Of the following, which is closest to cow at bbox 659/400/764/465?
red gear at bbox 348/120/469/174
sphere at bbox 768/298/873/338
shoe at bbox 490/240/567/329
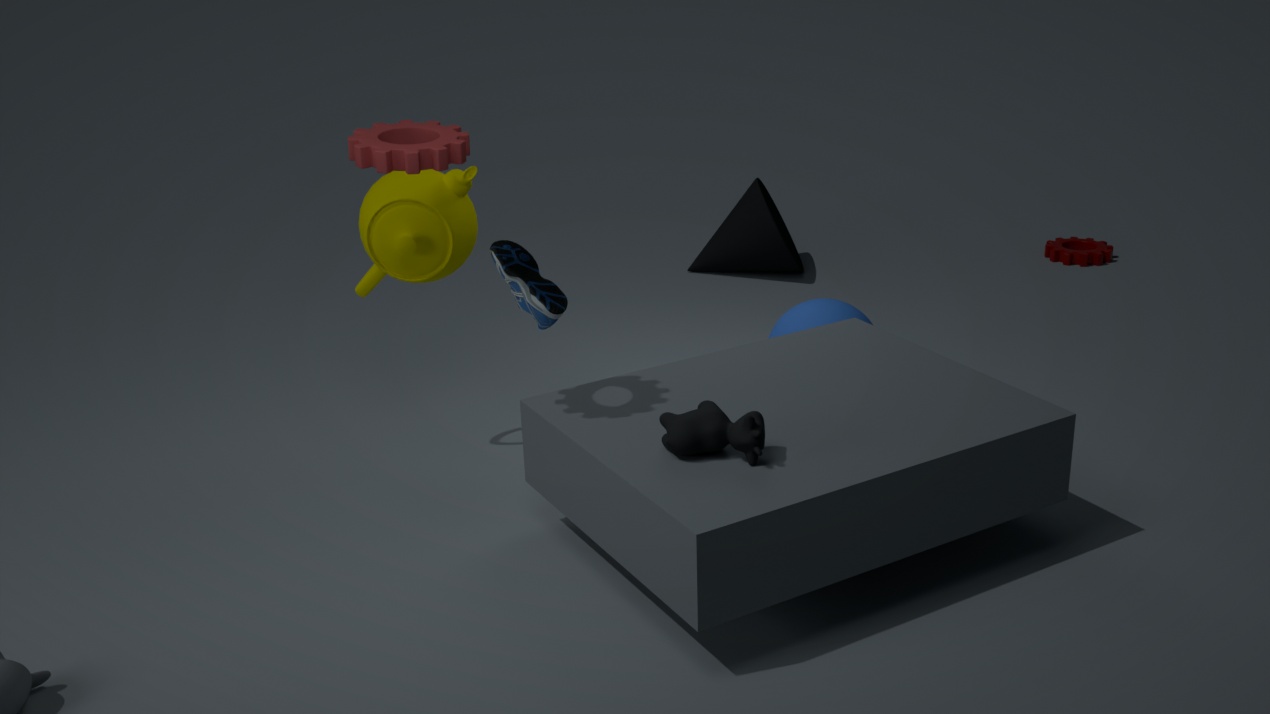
shoe at bbox 490/240/567/329
